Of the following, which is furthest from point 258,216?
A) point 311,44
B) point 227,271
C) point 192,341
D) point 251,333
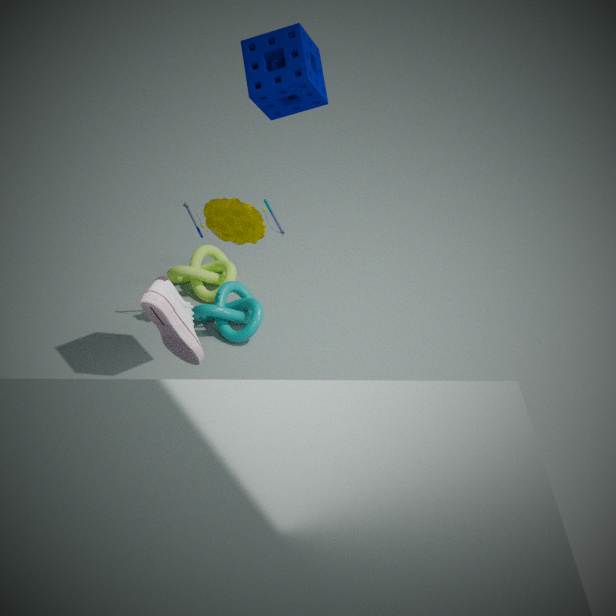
point 192,341
